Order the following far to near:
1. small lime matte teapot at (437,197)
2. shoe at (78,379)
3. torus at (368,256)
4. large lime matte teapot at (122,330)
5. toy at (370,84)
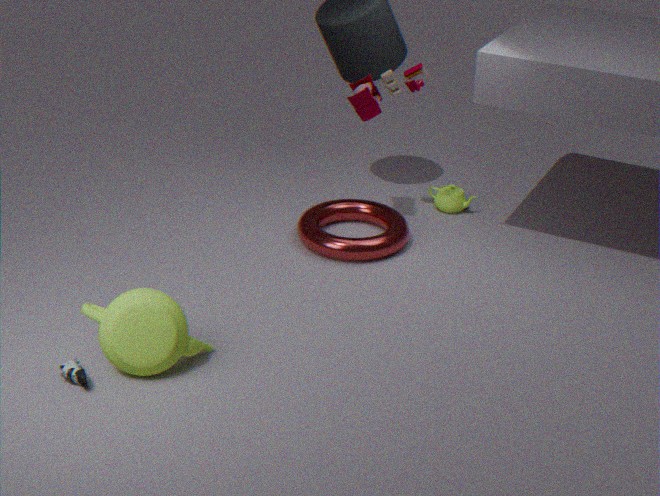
small lime matte teapot at (437,197) → toy at (370,84) → torus at (368,256) → large lime matte teapot at (122,330) → shoe at (78,379)
